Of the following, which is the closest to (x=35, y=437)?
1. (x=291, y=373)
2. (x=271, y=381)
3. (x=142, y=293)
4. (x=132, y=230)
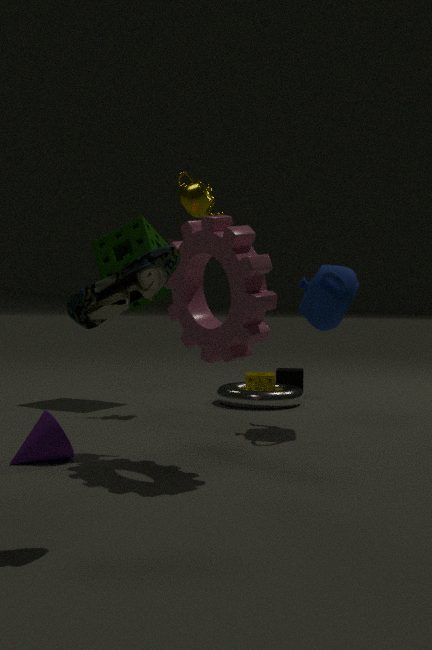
(x=142, y=293)
